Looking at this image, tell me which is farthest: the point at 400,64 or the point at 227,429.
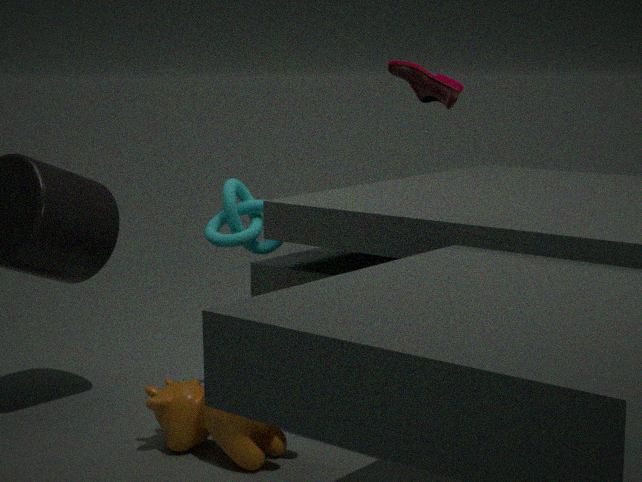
the point at 400,64
